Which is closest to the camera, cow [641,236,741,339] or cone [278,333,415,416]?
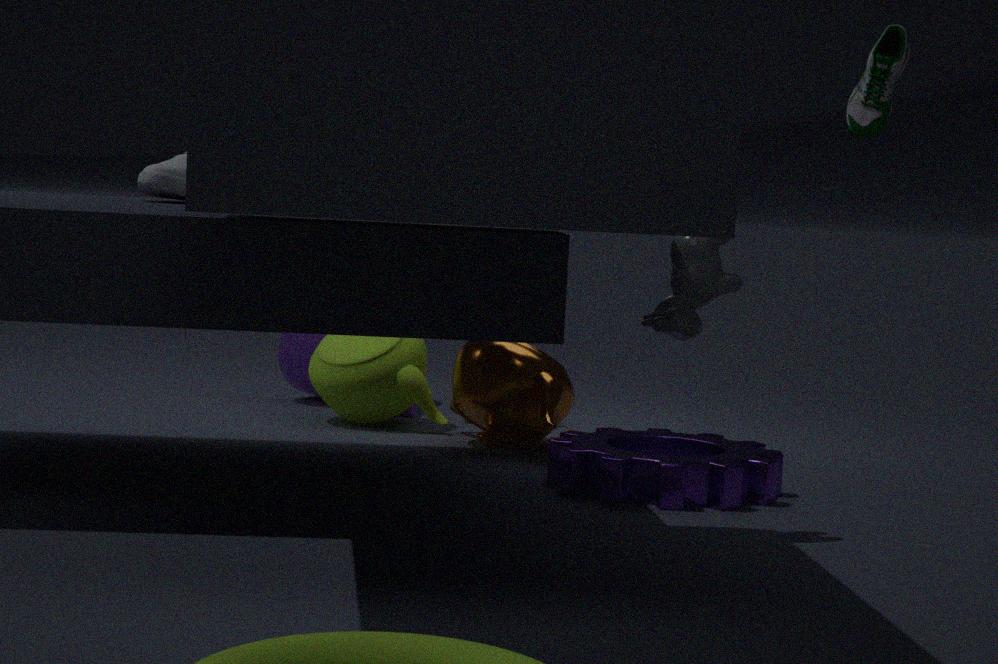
cow [641,236,741,339]
